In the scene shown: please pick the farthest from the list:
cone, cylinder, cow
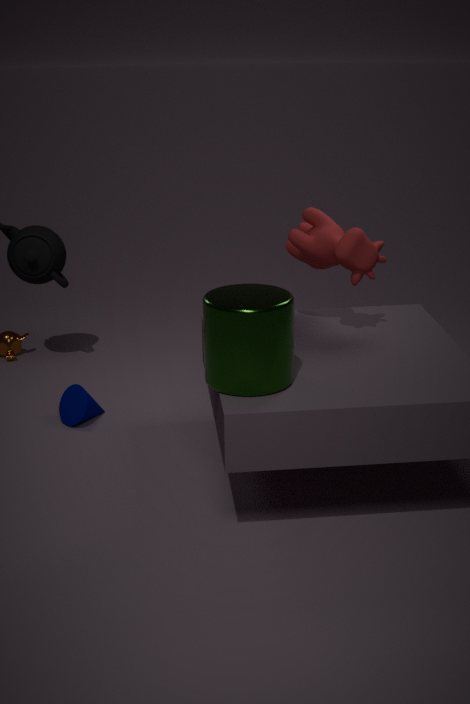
cone
